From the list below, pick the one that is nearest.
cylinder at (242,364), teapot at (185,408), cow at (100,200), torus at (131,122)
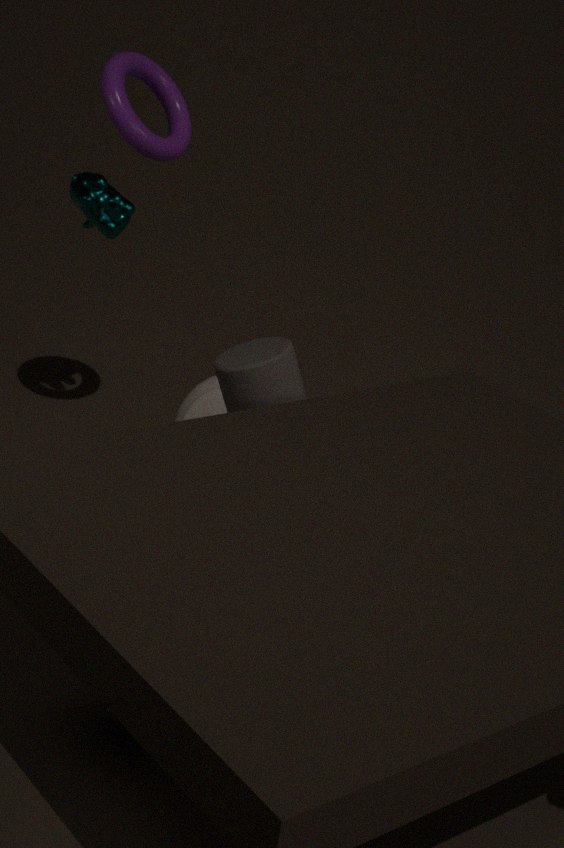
cylinder at (242,364)
